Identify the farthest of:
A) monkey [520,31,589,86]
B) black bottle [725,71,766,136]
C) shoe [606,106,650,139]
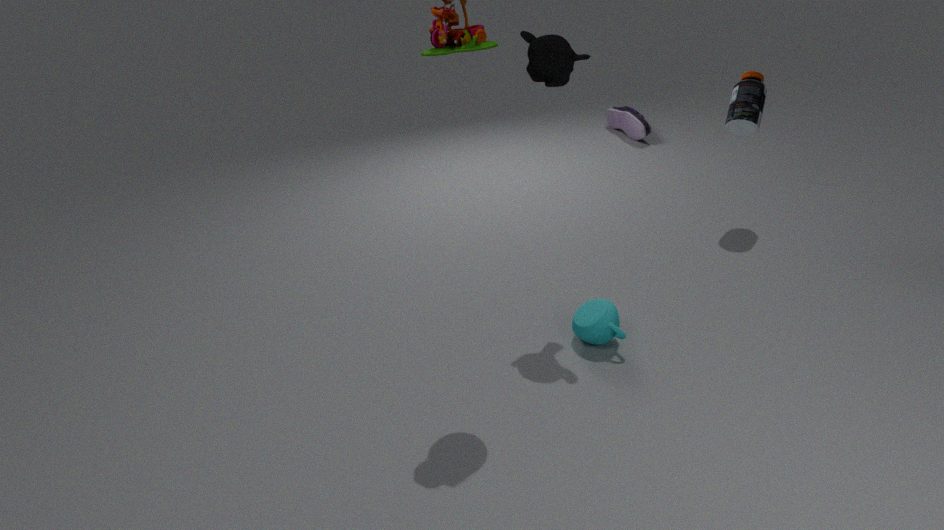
shoe [606,106,650,139]
